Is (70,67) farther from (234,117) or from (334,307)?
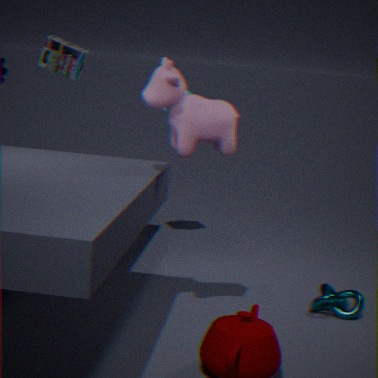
(334,307)
